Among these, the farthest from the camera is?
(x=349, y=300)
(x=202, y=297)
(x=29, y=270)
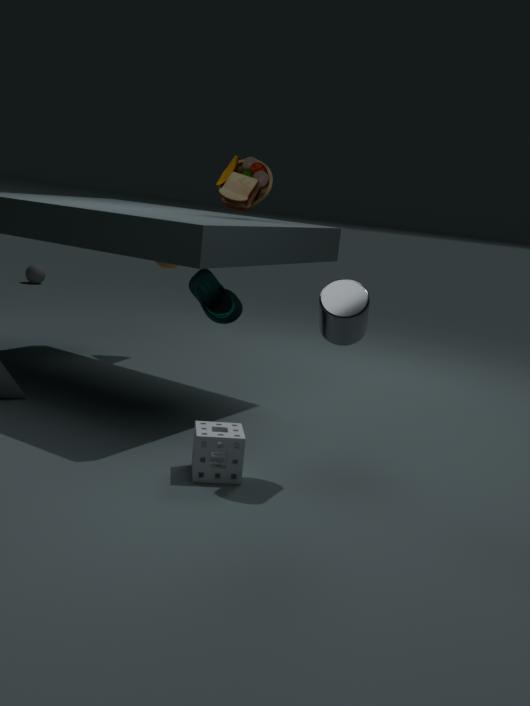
(x=29, y=270)
